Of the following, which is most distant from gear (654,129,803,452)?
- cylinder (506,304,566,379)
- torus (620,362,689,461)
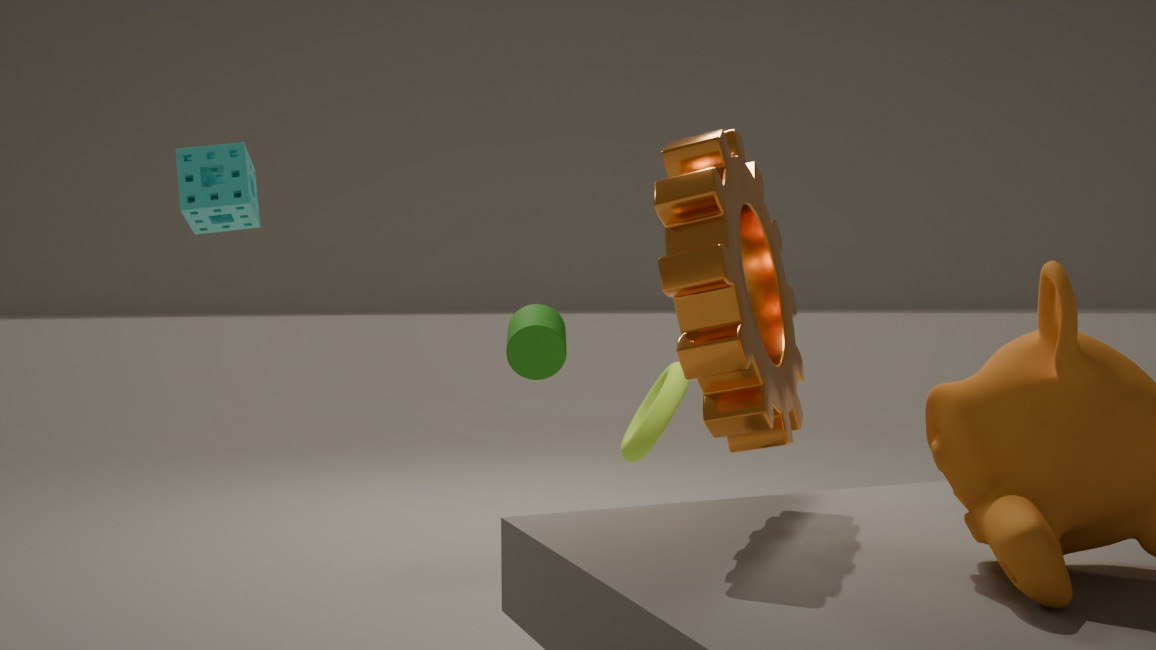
cylinder (506,304,566,379)
